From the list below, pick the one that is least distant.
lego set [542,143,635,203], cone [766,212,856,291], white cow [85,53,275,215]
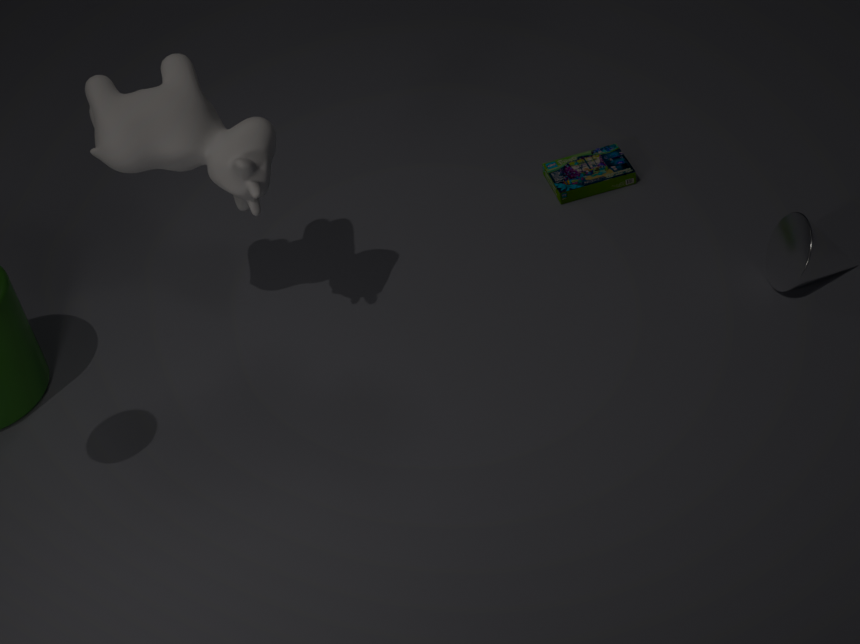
white cow [85,53,275,215]
